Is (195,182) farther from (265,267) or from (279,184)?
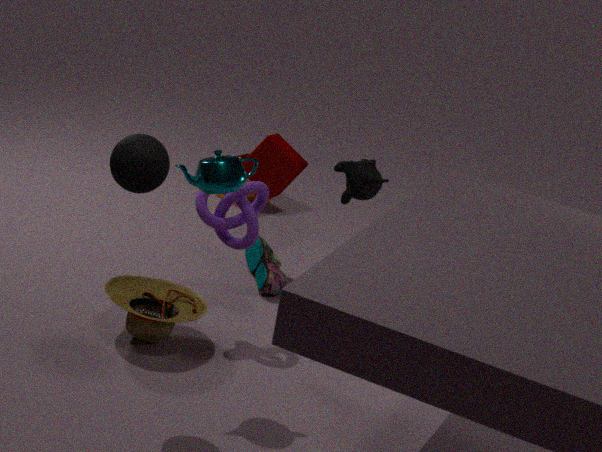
(265,267)
